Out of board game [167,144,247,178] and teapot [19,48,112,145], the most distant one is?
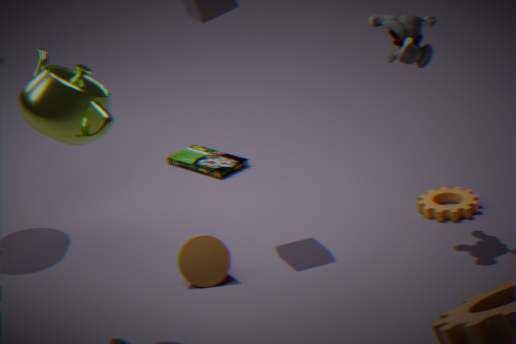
board game [167,144,247,178]
